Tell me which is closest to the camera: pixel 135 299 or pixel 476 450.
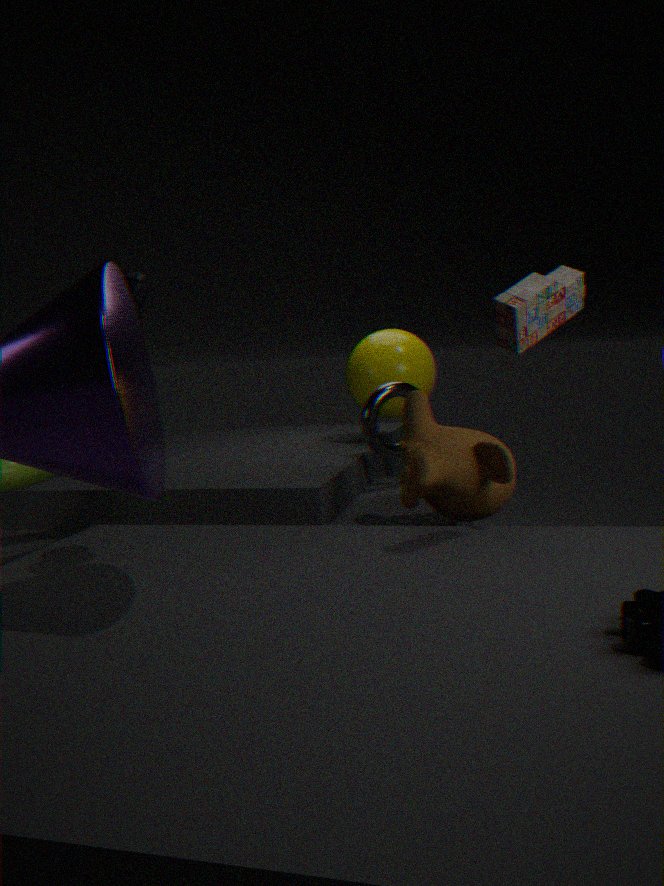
pixel 135 299
